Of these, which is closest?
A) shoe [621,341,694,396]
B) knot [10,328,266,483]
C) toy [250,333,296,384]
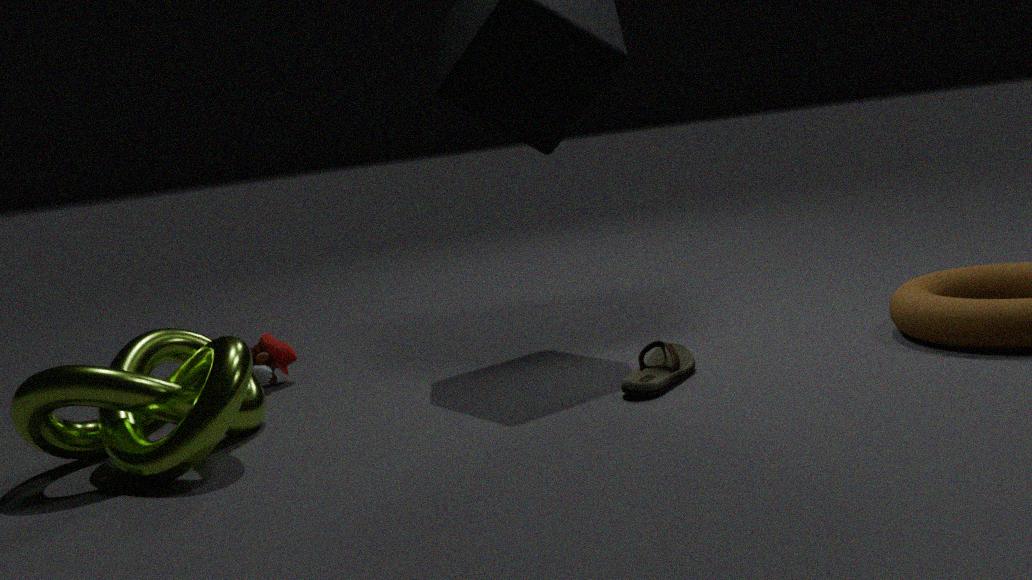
knot [10,328,266,483]
